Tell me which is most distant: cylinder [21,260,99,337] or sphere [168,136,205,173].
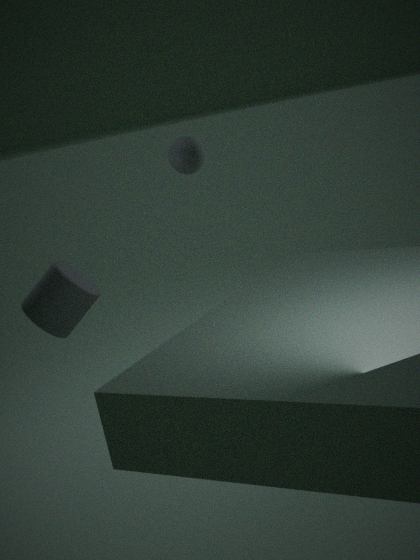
sphere [168,136,205,173]
